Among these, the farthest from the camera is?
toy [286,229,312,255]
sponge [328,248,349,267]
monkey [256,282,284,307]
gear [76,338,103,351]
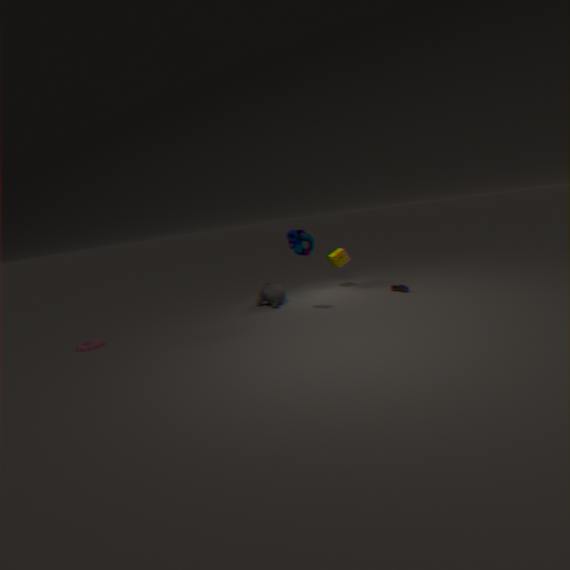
sponge [328,248,349,267]
